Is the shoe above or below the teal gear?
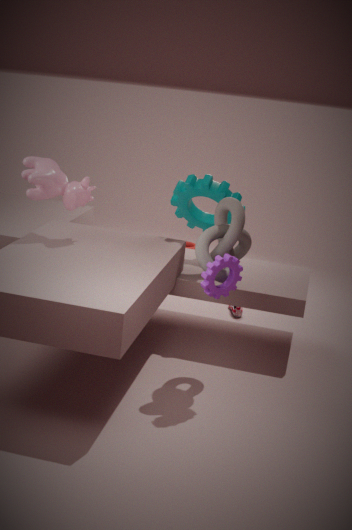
below
